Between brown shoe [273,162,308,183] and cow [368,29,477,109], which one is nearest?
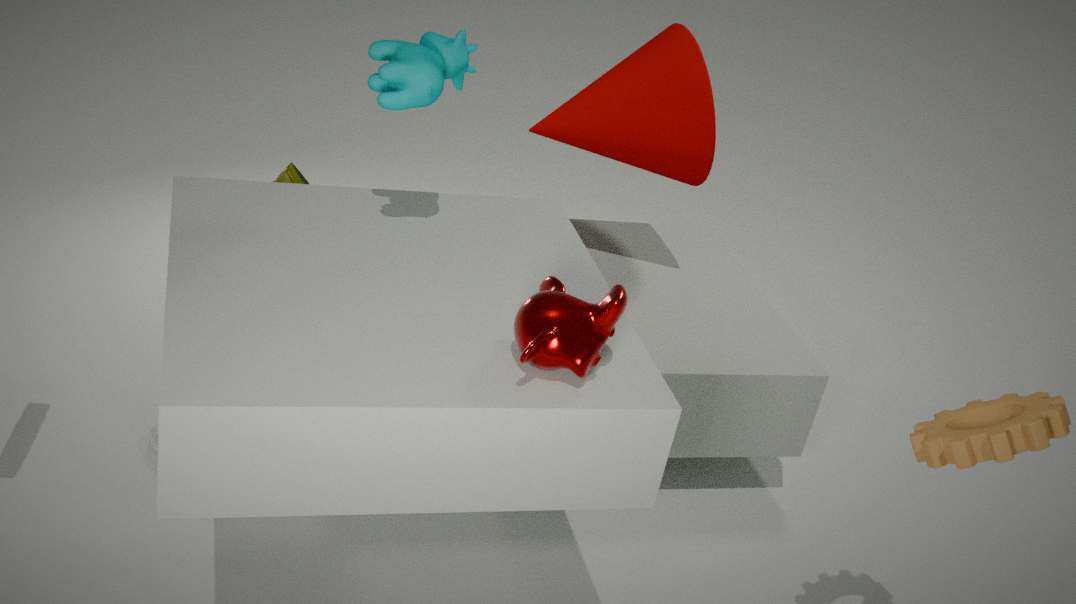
cow [368,29,477,109]
